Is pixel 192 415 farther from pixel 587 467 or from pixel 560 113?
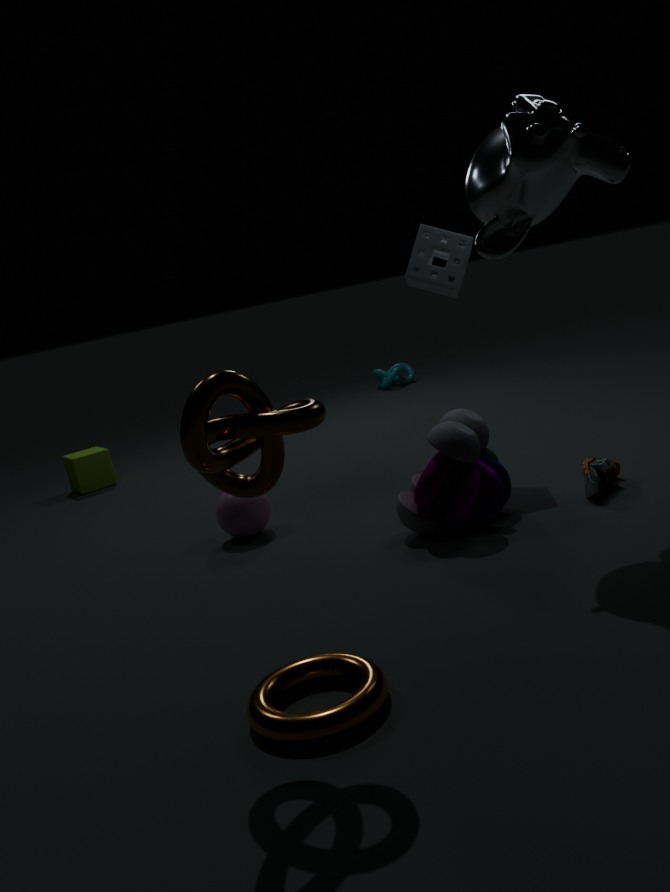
pixel 587 467
